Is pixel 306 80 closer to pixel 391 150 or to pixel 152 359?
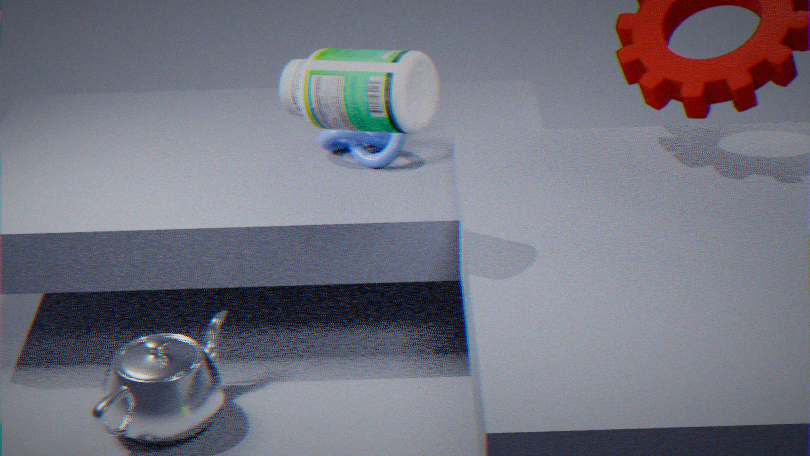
pixel 391 150
